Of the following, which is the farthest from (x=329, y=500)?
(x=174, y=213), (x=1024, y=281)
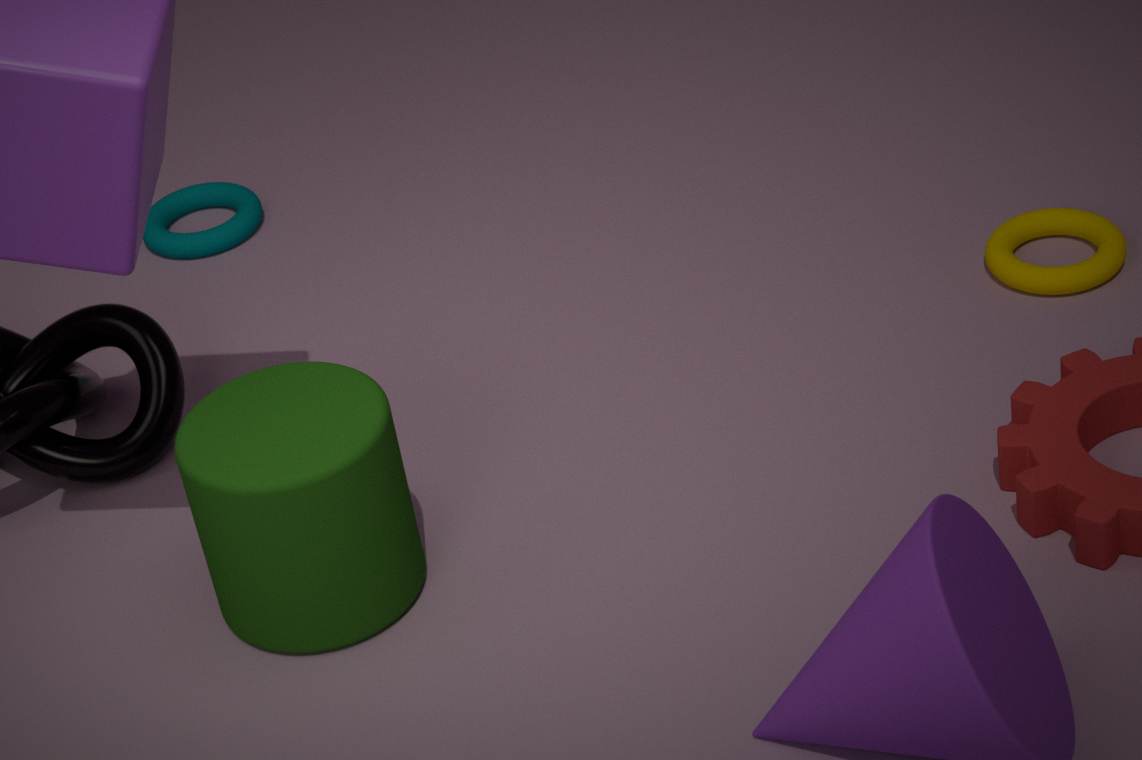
(x=1024, y=281)
